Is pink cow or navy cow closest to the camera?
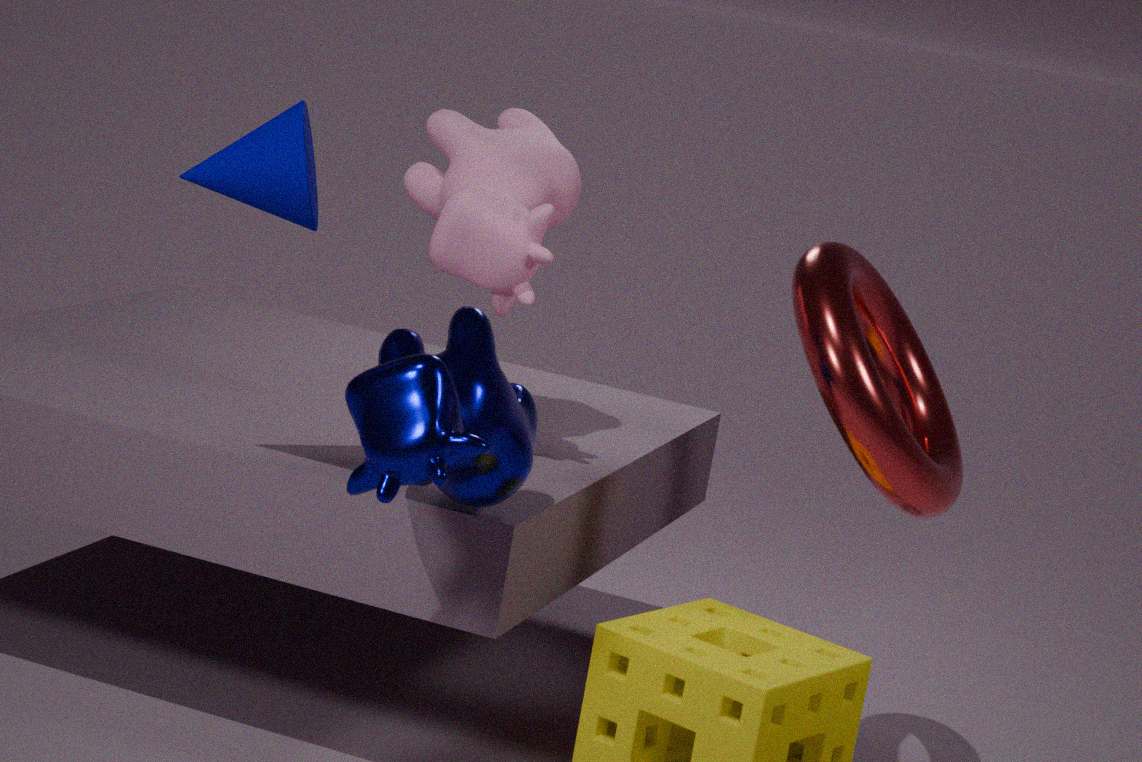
navy cow
